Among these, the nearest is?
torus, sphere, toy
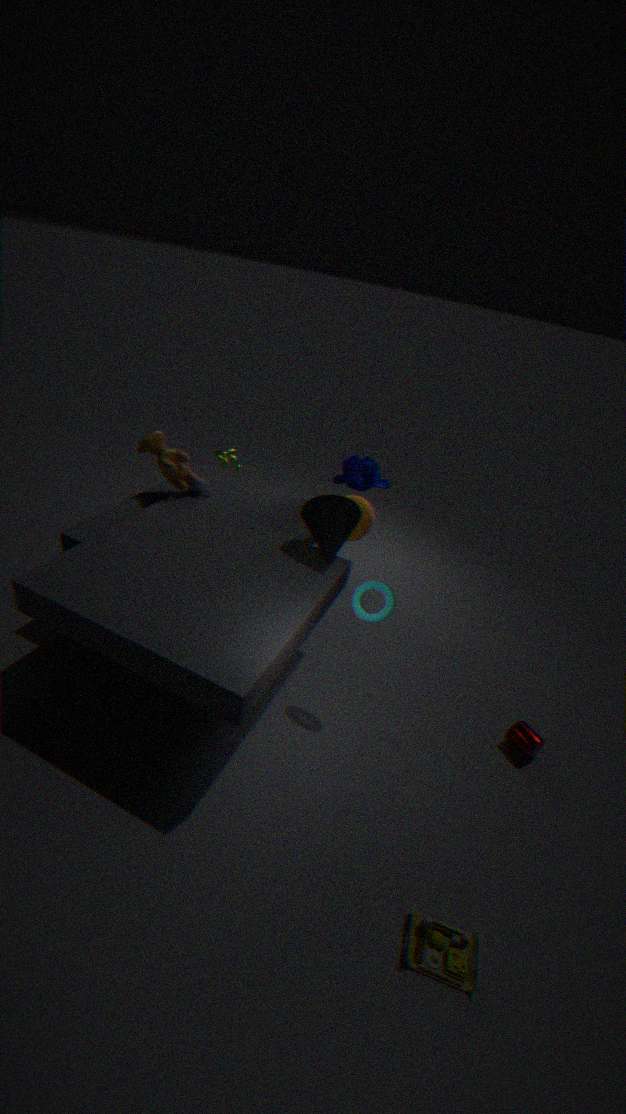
toy
